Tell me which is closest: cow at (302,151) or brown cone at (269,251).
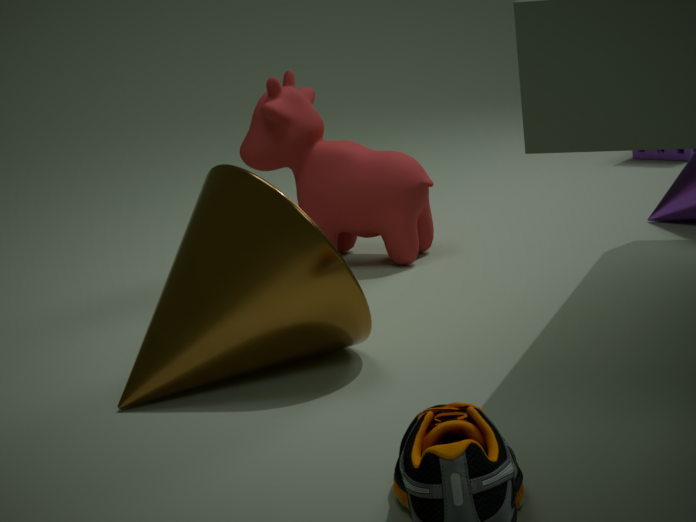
brown cone at (269,251)
